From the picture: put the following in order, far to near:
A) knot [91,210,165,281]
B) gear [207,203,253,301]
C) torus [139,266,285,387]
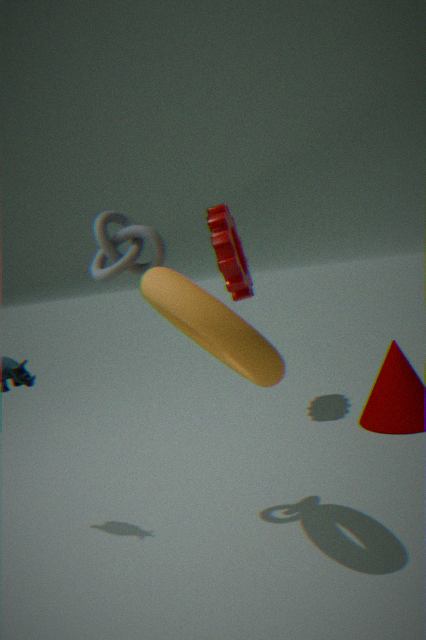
gear [207,203,253,301] < knot [91,210,165,281] < torus [139,266,285,387]
